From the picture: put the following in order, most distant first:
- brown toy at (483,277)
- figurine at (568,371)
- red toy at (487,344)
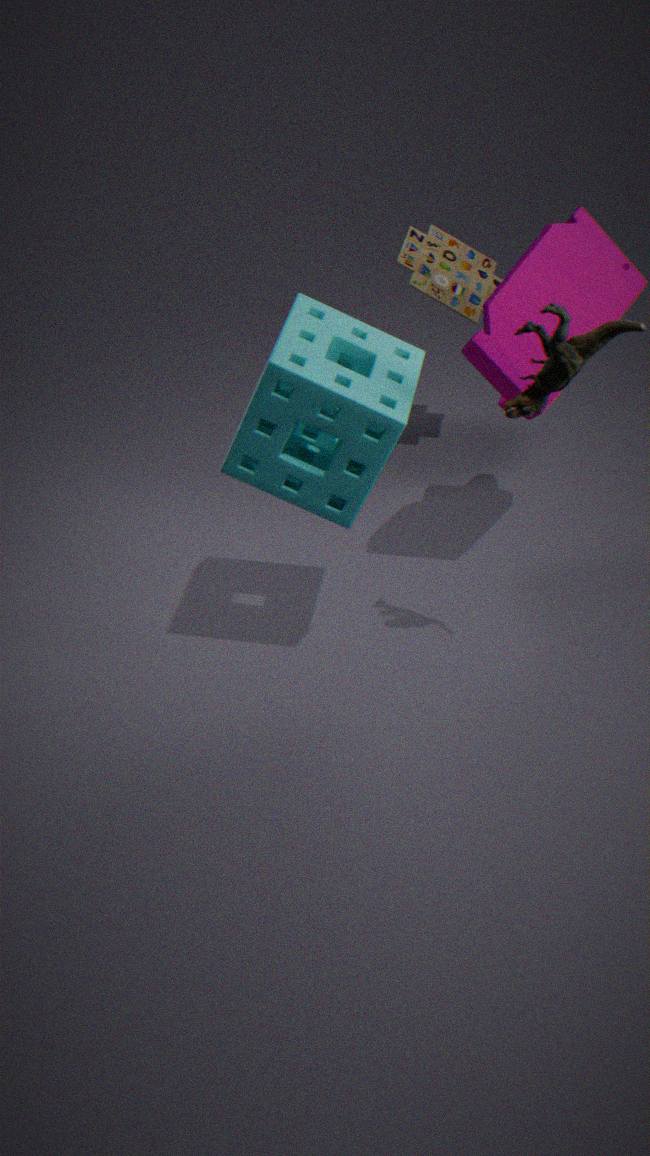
brown toy at (483,277)
red toy at (487,344)
figurine at (568,371)
